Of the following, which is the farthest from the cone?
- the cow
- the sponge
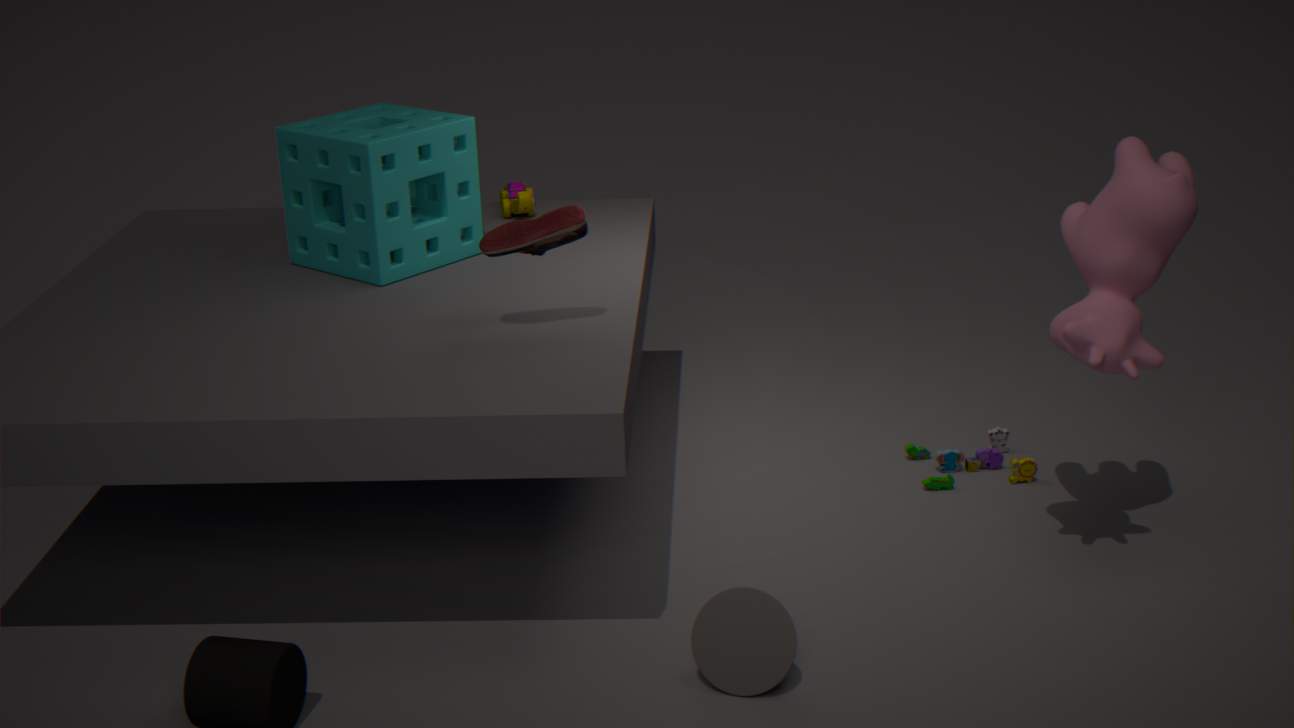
the sponge
